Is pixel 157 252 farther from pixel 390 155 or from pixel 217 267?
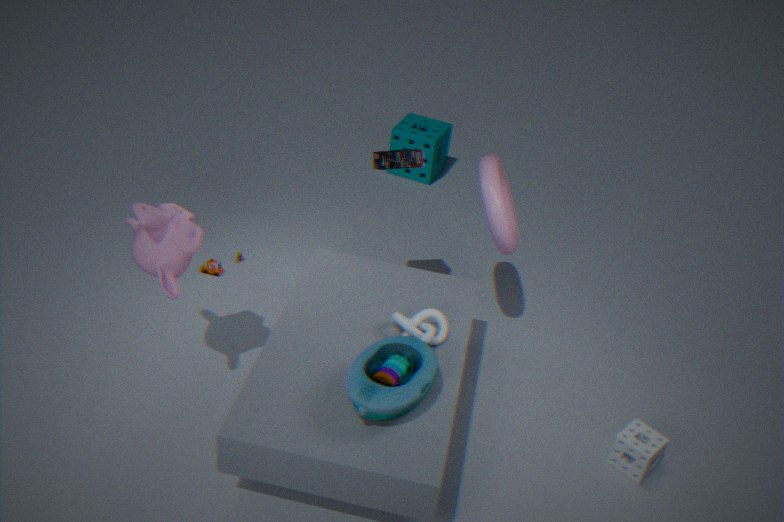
pixel 390 155
